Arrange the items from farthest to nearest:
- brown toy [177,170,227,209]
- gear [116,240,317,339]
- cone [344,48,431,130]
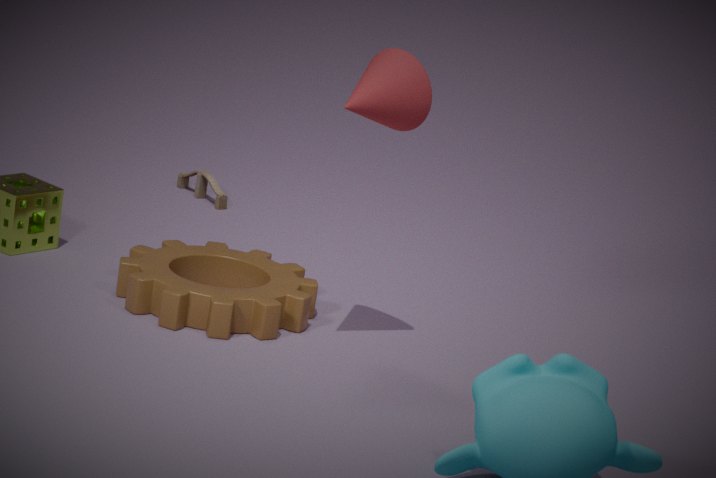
brown toy [177,170,227,209], gear [116,240,317,339], cone [344,48,431,130]
